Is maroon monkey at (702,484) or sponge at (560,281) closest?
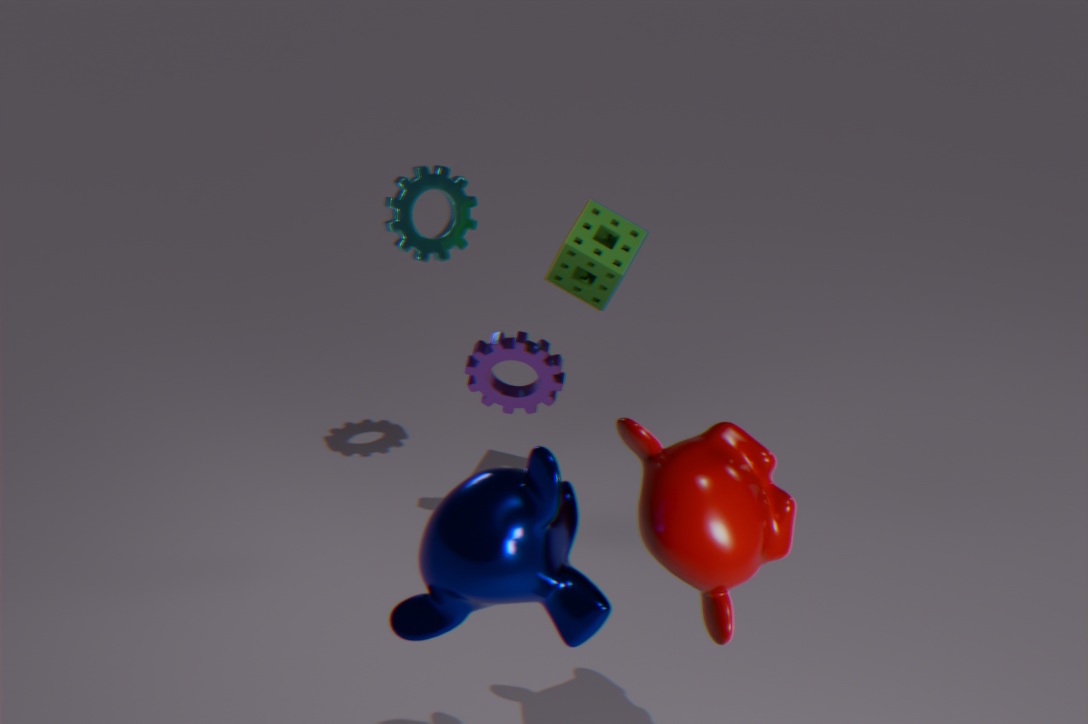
maroon monkey at (702,484)
